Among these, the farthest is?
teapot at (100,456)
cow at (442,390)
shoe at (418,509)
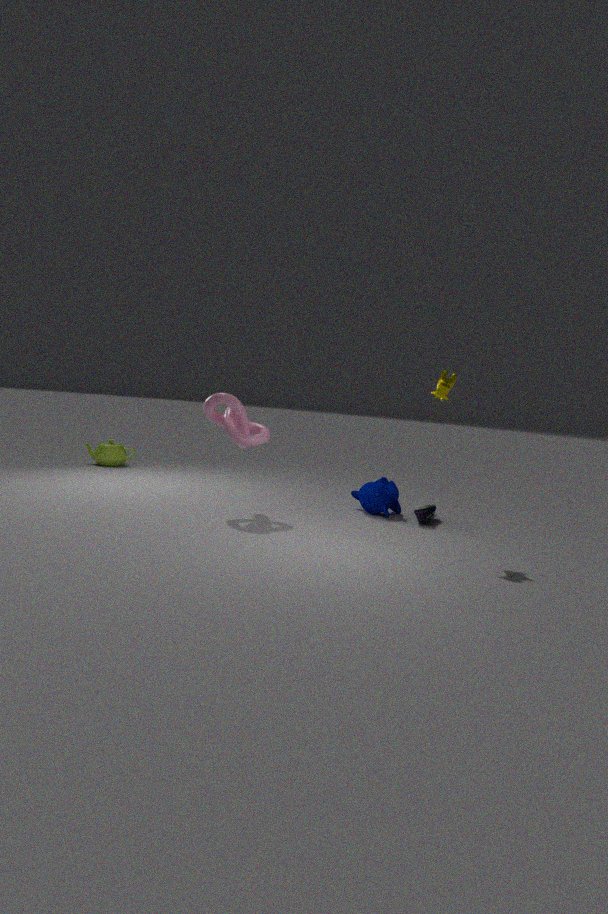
teapot at (100,456)
